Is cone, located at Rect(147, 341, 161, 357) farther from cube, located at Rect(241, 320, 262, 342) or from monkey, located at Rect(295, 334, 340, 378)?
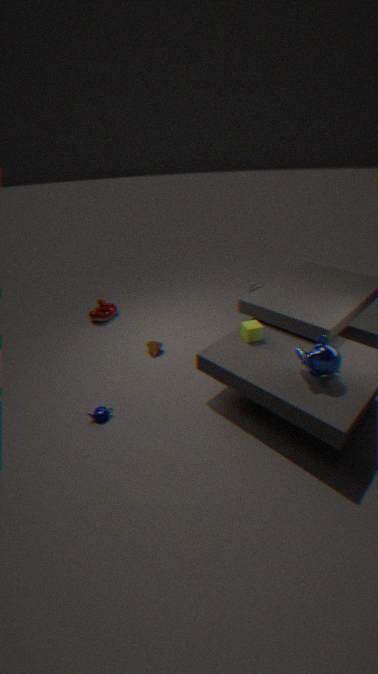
monkey, located at Rect(295, 334, 340, 378)
